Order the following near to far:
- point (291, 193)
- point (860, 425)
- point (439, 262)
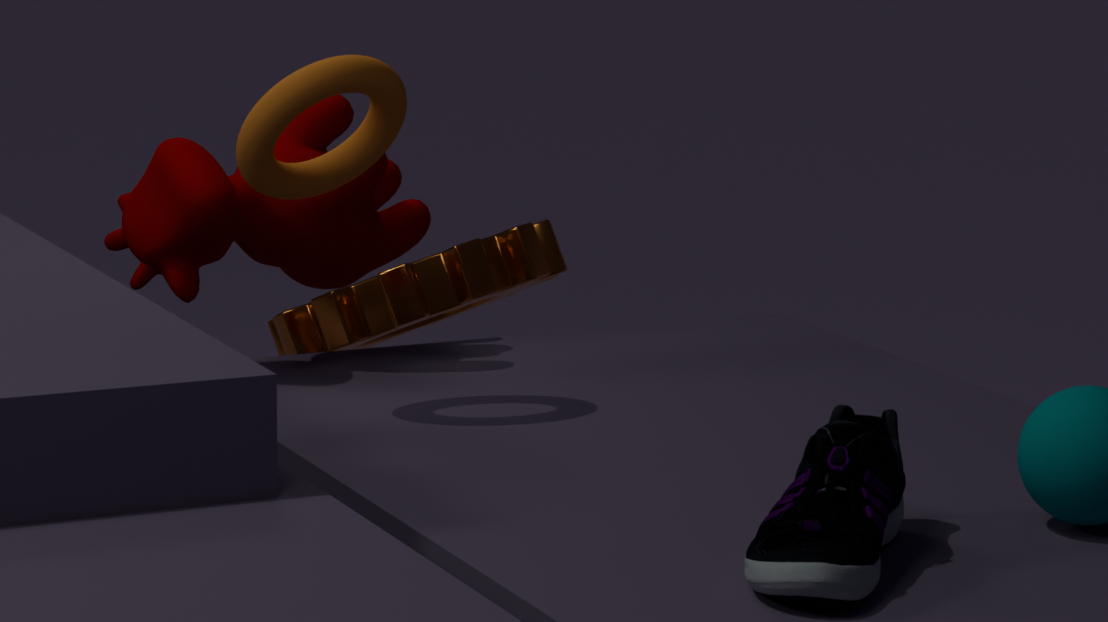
point (860, 425) → point (291, 193) → point (439, 262)
